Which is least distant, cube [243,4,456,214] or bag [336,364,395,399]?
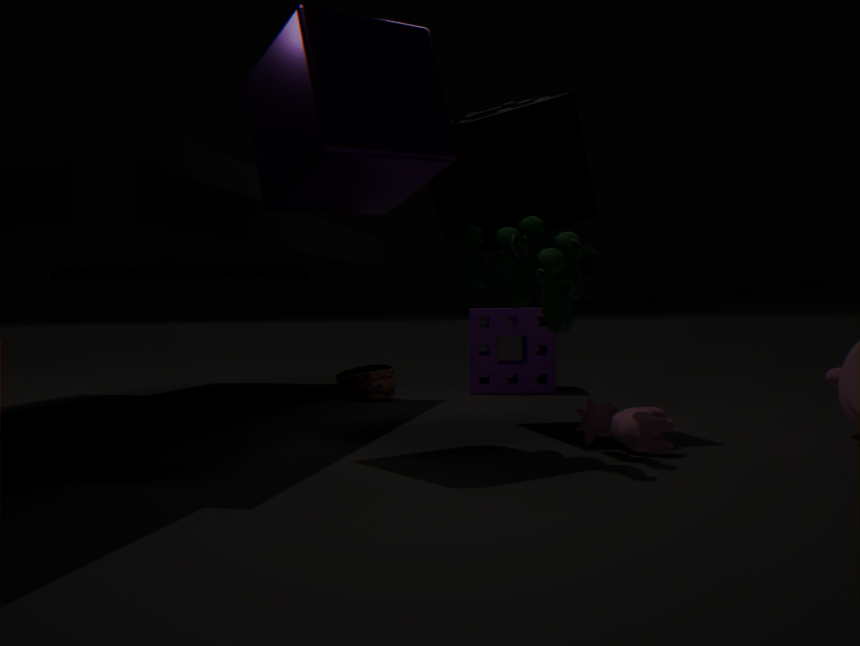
cube [243,4,456,214]
